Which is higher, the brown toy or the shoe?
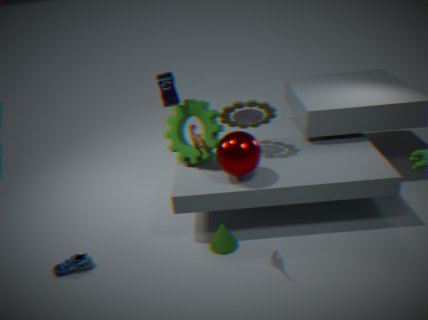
the brown toy
